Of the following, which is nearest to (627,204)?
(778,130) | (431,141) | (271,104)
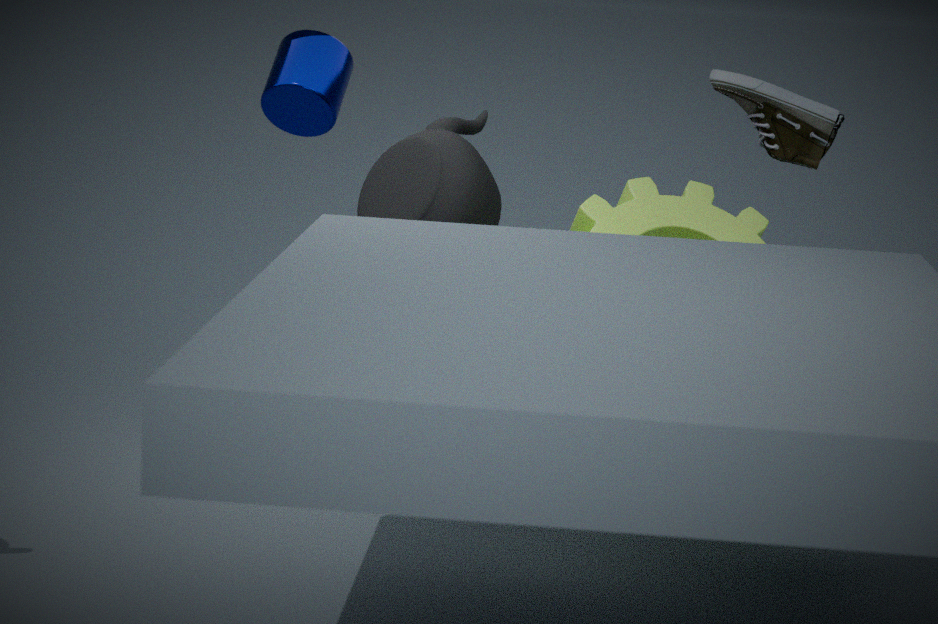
(778,130)
